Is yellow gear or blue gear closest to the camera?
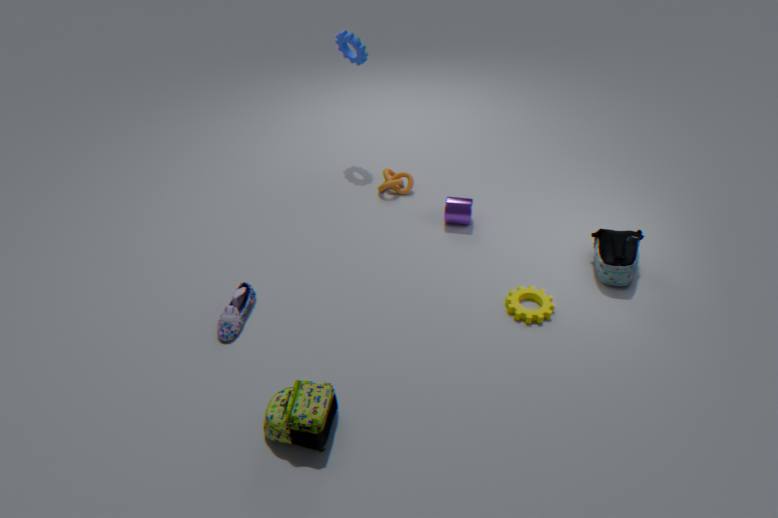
yellow gear
